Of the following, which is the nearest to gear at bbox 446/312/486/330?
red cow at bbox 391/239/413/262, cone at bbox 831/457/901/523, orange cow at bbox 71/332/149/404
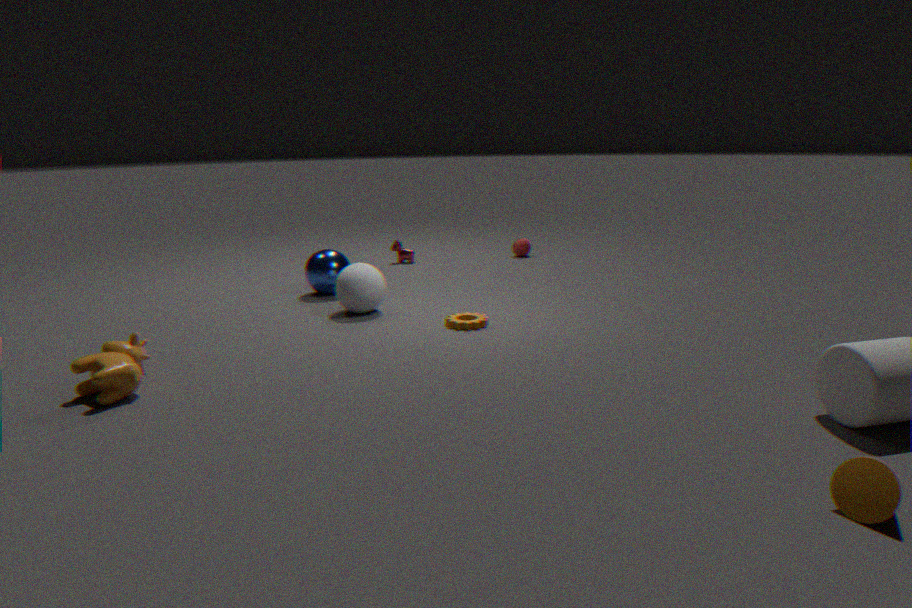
orange cow at bbox 71/332/149/404
